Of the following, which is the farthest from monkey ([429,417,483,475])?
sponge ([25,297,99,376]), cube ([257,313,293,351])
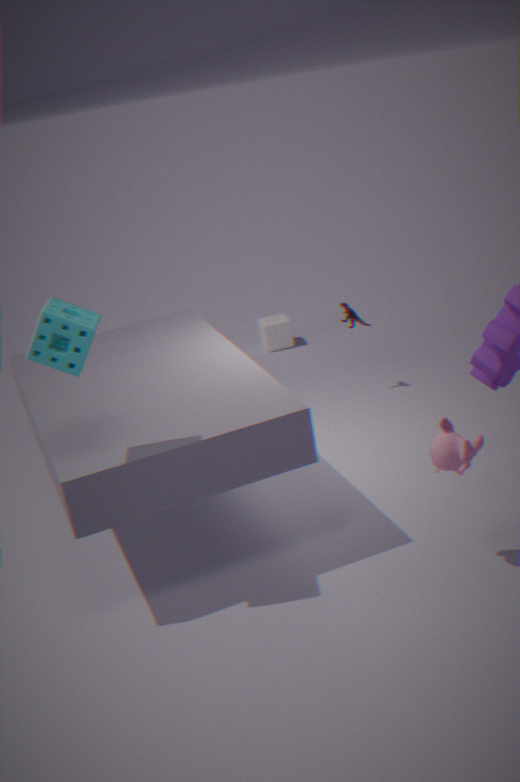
cube ([257,313,293,351])
